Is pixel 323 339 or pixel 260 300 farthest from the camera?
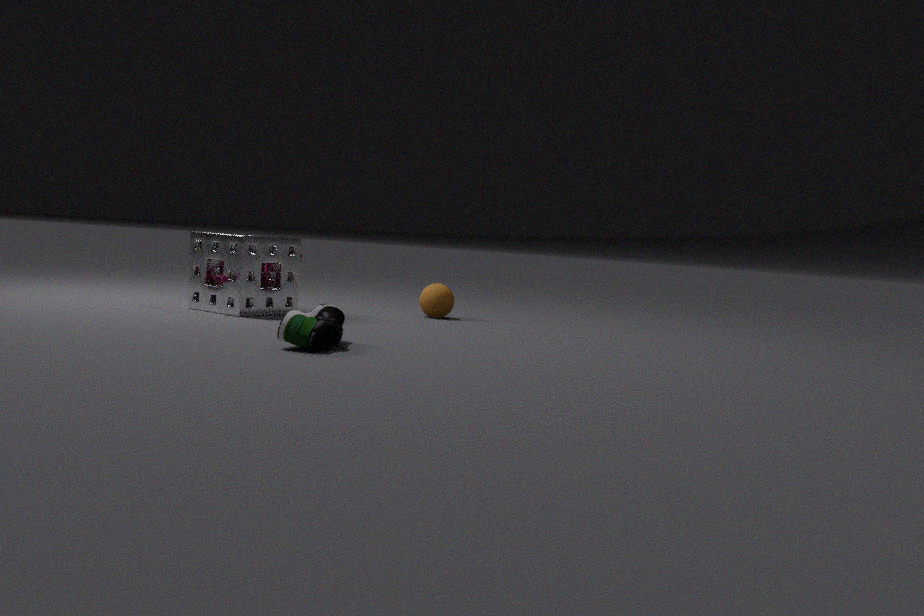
pixel 260 300
